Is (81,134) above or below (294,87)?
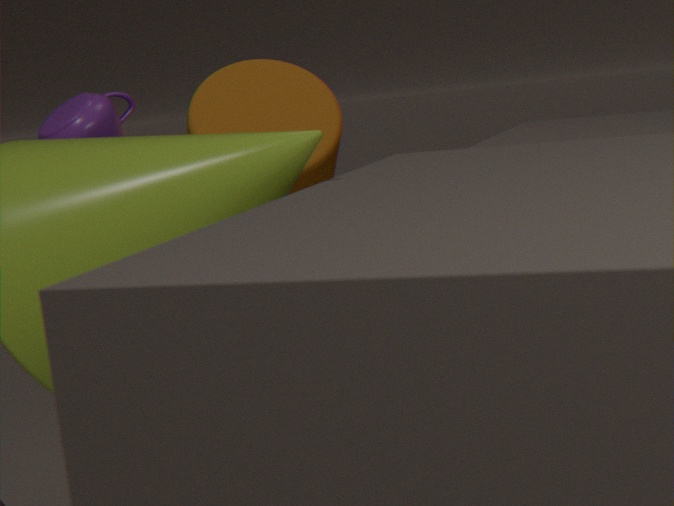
above
